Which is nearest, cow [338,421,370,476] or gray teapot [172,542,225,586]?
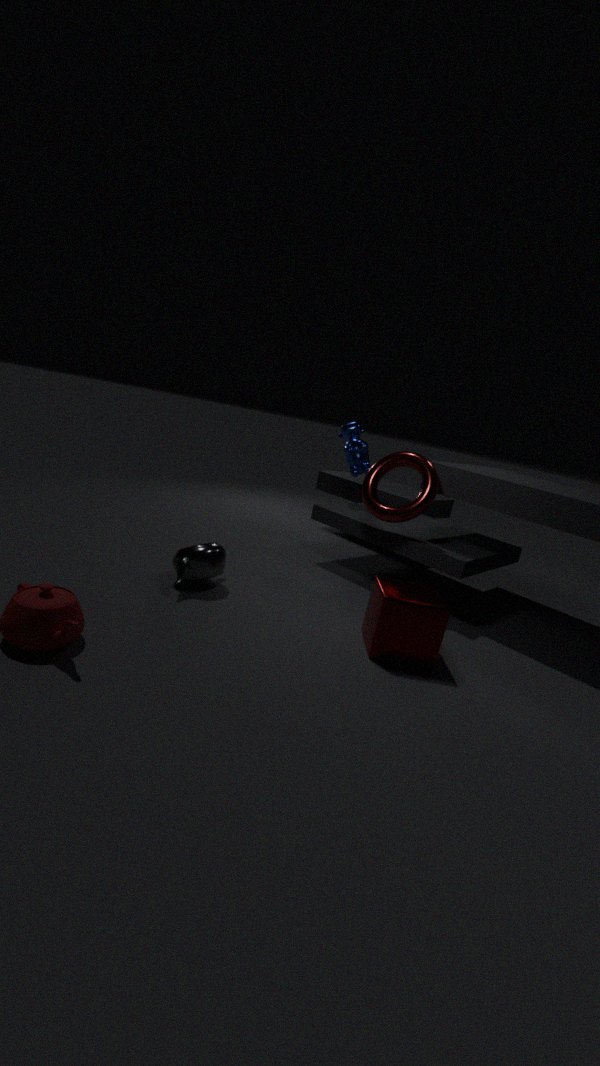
gray teapot [172,542,225,586]
